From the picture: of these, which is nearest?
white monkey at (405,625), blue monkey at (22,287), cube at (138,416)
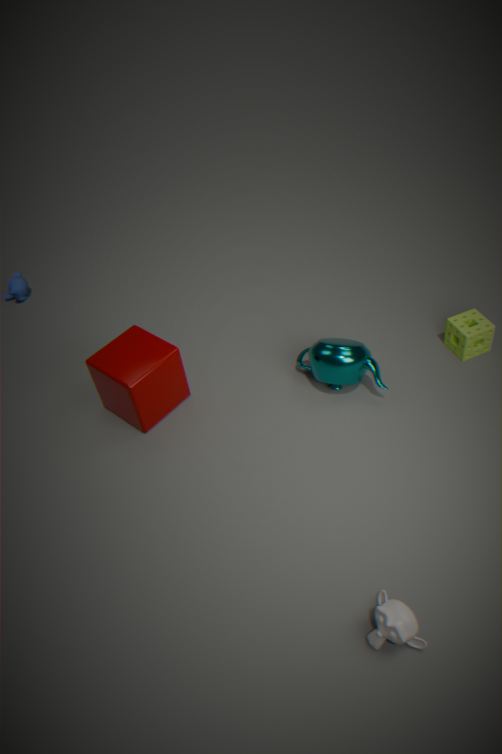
white monkey at (405,625)
